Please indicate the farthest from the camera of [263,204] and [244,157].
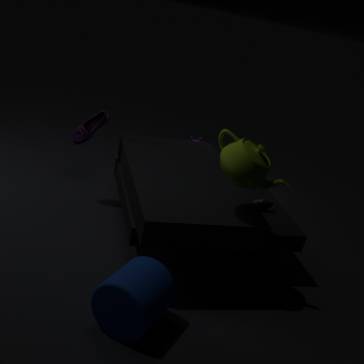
[263,204]
